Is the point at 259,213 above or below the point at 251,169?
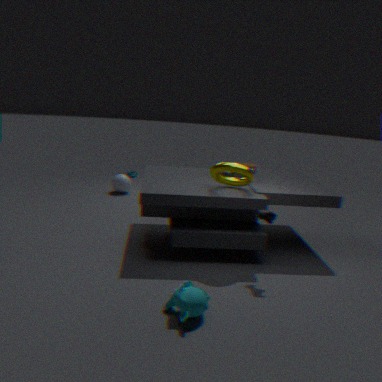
below
